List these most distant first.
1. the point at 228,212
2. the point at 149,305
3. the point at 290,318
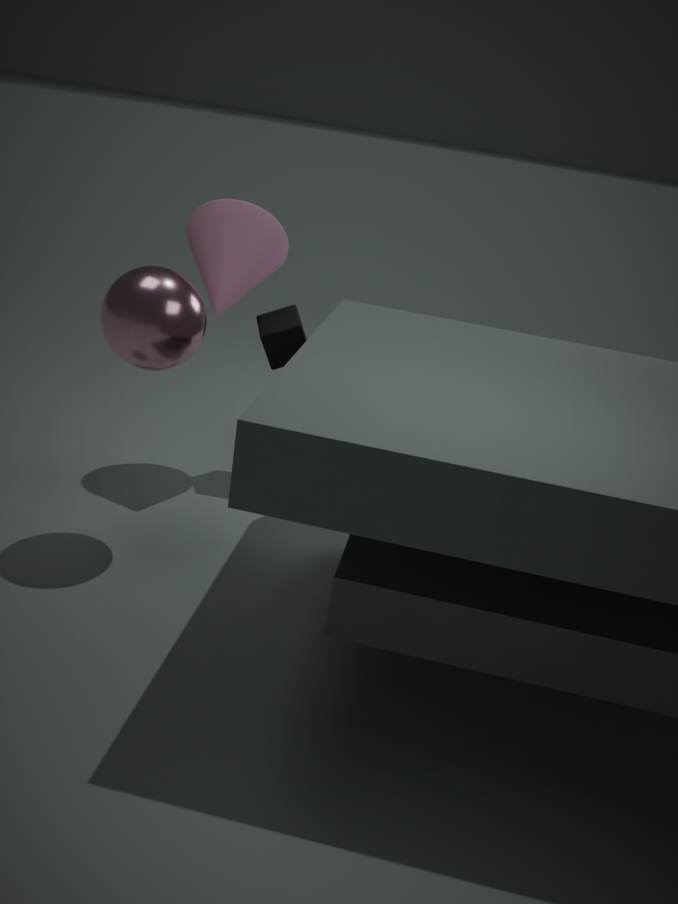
the point at 290,318
the point at 228,212
the point at 149,305
